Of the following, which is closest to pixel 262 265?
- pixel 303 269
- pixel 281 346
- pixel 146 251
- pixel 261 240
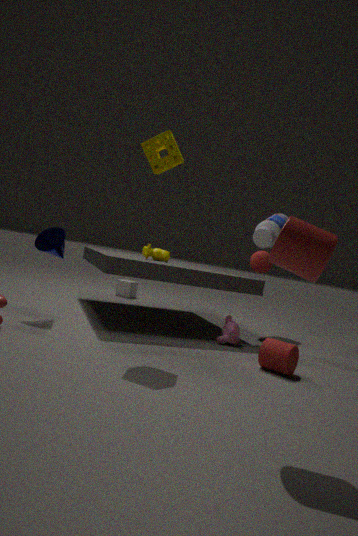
pixel 261 240
